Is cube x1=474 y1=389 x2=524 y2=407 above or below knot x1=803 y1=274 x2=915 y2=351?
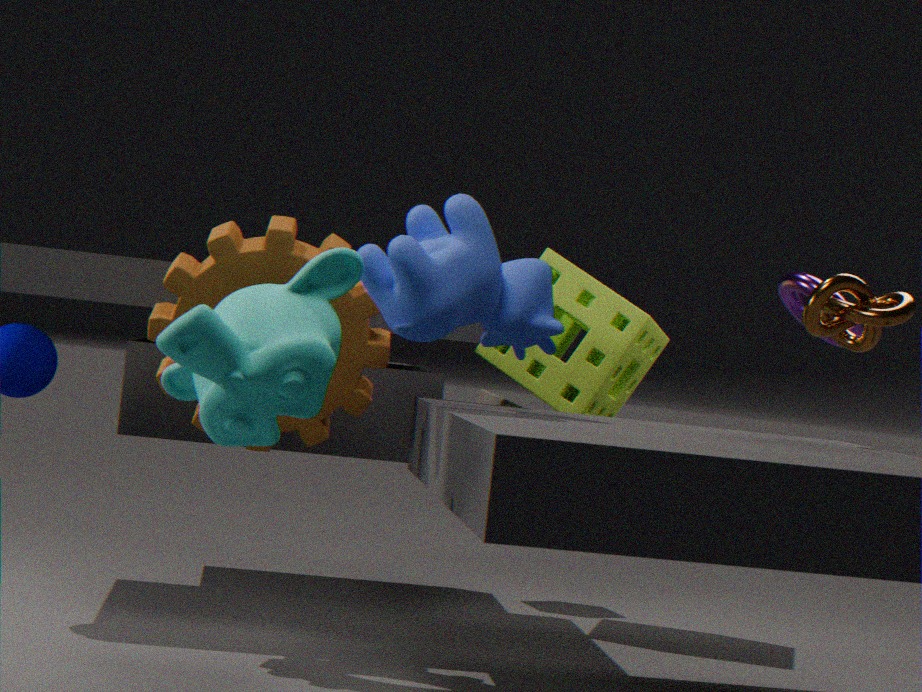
below
